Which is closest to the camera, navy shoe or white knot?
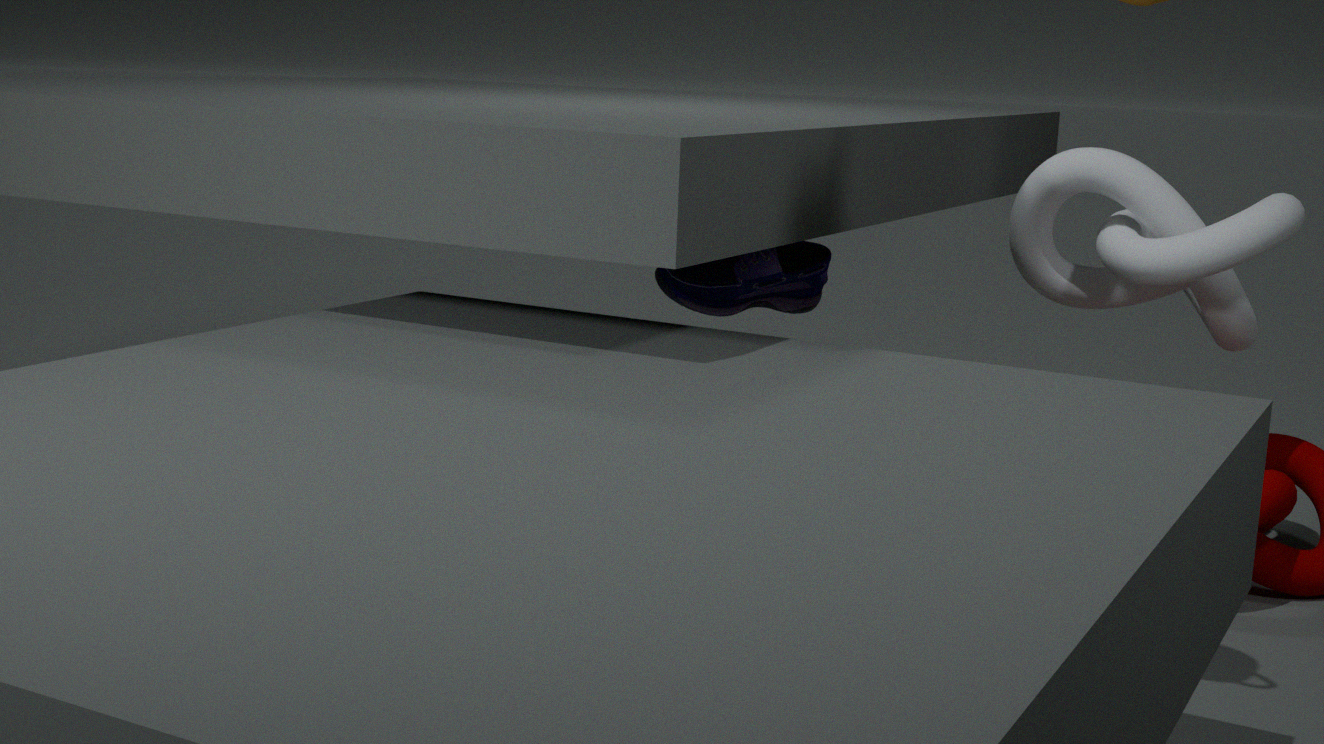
white knot
